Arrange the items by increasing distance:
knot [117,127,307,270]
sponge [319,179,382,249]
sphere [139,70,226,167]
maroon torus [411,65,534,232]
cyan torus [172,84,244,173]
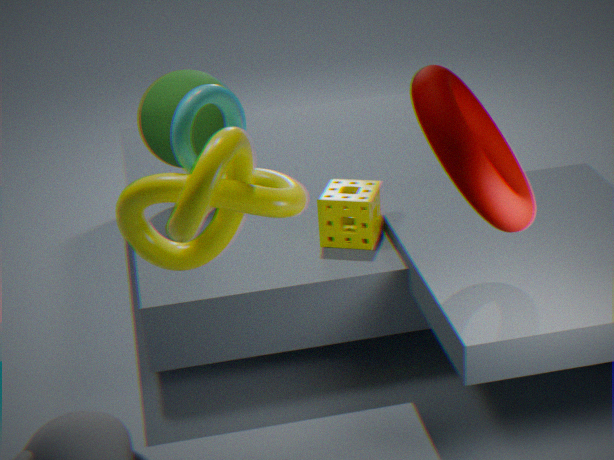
1. knot [117,127,307,270]
2. maroon torus [411,65,534,232]
3. cyan torus [172,84,244,173]
4. sponge [319,179,382,249]
5. sphere [139,70,226,167]
